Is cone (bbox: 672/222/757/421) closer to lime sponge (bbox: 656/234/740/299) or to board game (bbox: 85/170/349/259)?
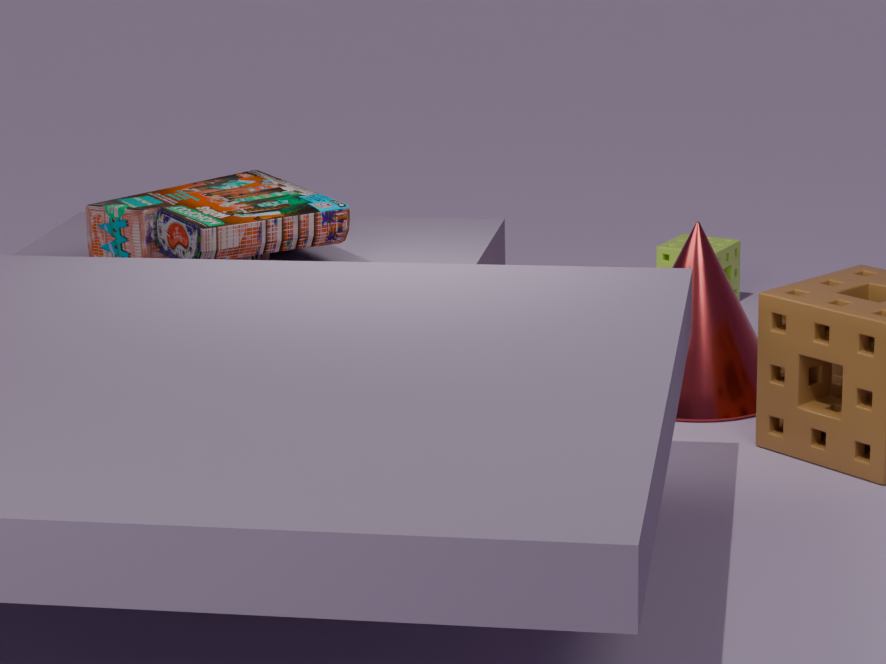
lime sponge (bbox: 656/234/740/299)
